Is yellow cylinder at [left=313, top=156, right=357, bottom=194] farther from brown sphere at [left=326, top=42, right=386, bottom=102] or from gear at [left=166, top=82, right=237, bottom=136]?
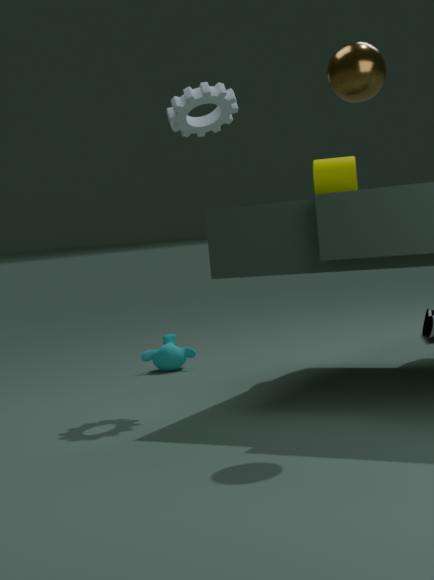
brown sphere at [left=326, top=42, right=386, bottom=102]
